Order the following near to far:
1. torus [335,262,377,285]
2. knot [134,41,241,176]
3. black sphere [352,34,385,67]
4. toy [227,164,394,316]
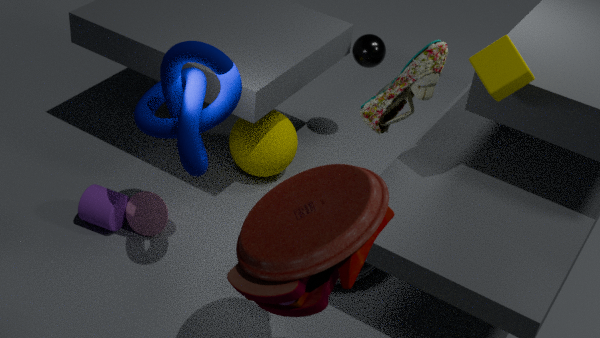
toy [227,164,394,316] → knot [134,41,241,176] → torus [335,262,377,285] → black sphere [352,34,385,67]
